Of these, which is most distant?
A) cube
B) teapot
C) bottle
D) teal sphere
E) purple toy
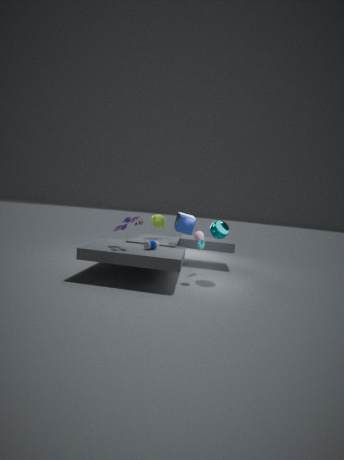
teapot
